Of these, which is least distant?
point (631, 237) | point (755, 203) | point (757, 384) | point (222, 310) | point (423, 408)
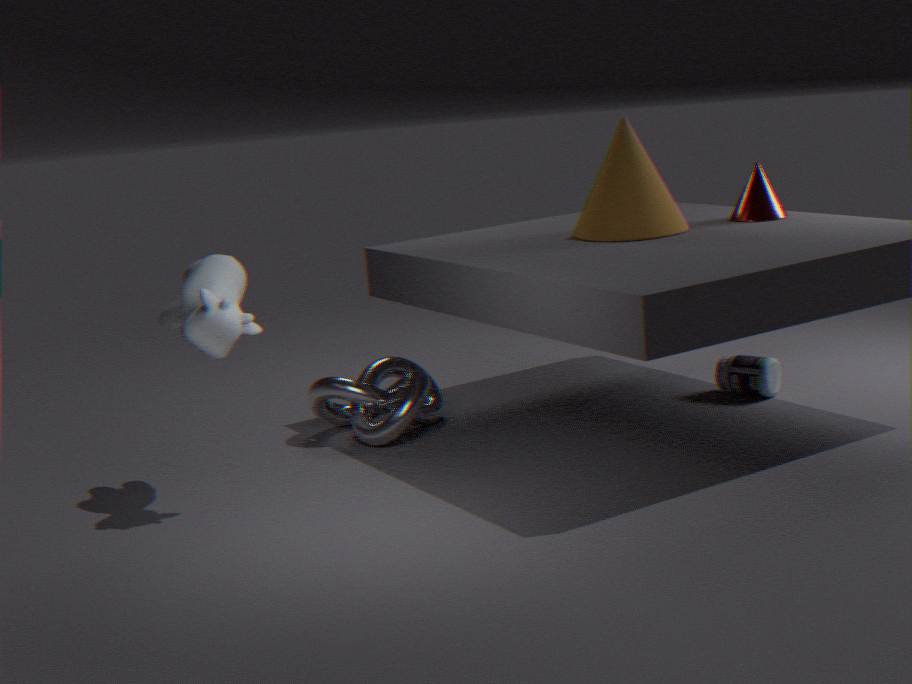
point (222, 310)
